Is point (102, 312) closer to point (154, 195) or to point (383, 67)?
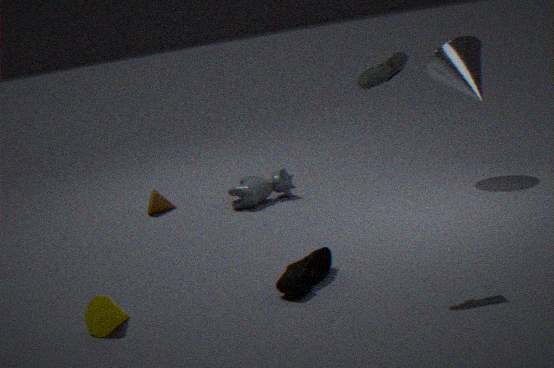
point (383, 67)
